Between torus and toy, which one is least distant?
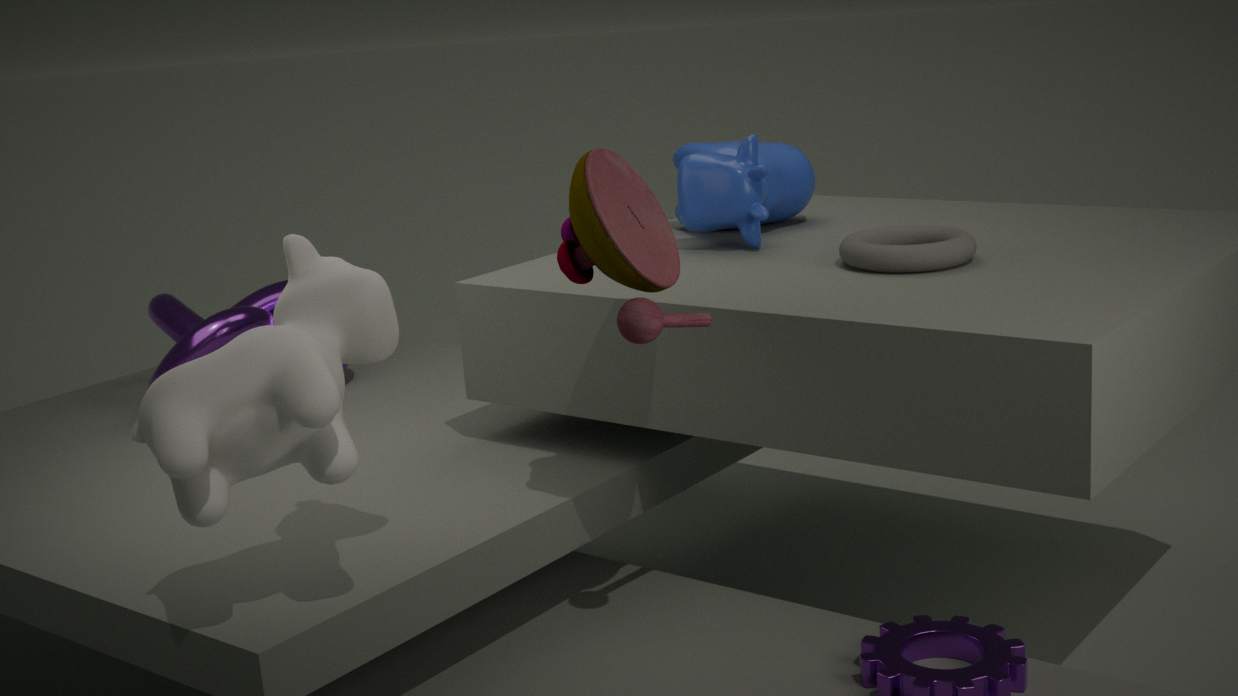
toy
